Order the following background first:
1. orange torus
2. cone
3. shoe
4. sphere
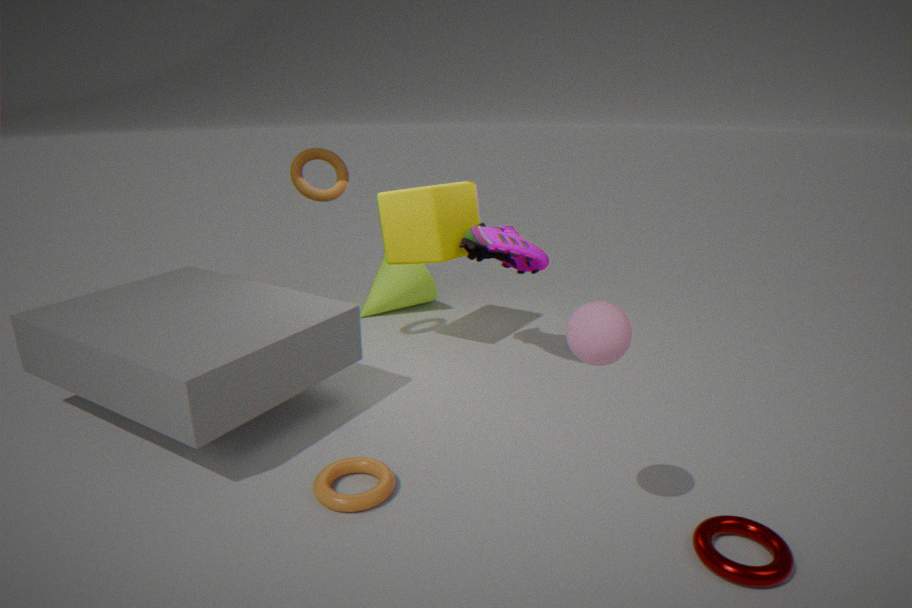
cone, shoe, orange torus, sphere
